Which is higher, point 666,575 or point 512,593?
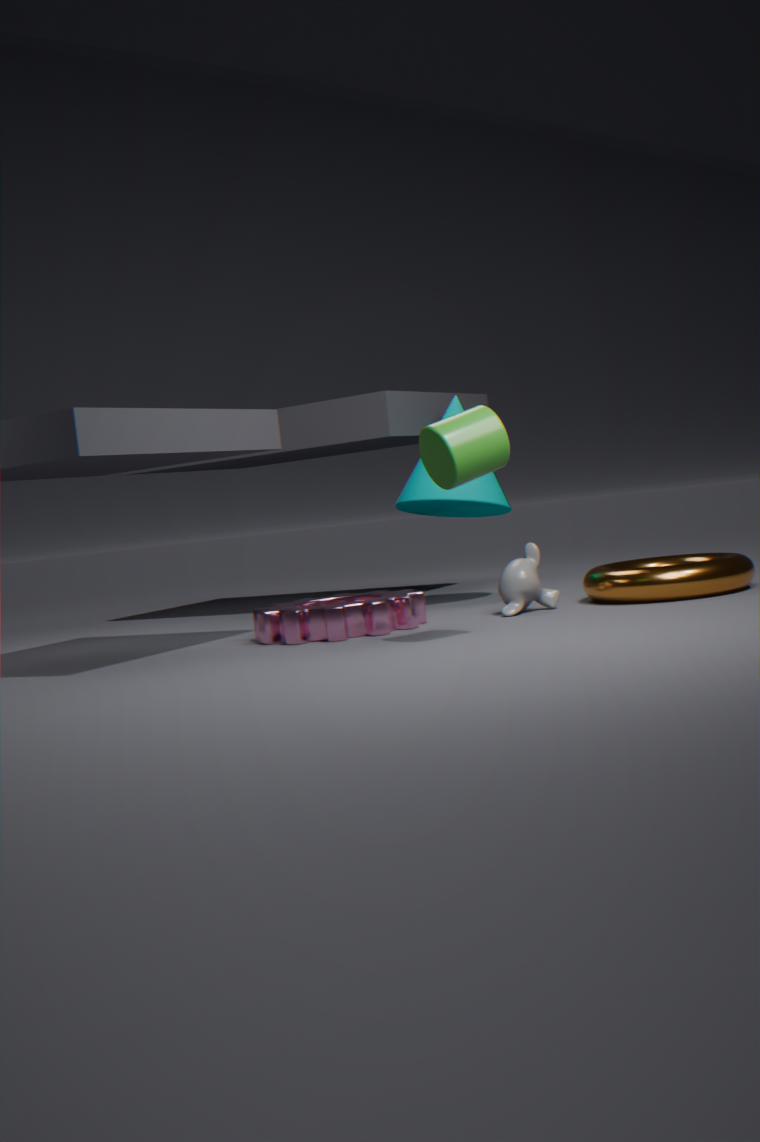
point 512,593
